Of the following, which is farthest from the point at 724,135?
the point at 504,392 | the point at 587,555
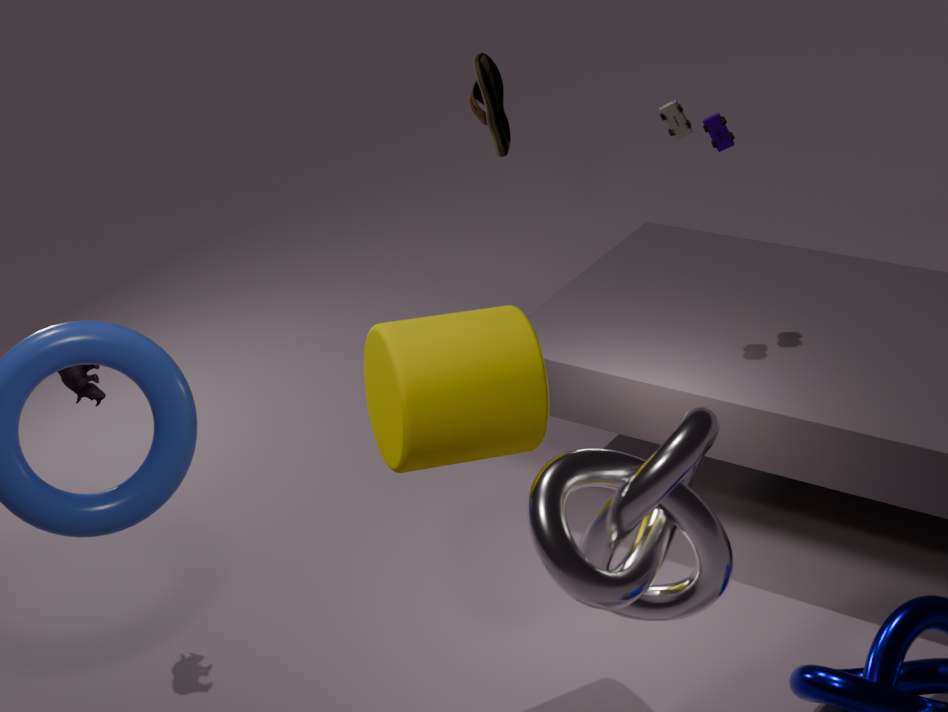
the point at 587,555
